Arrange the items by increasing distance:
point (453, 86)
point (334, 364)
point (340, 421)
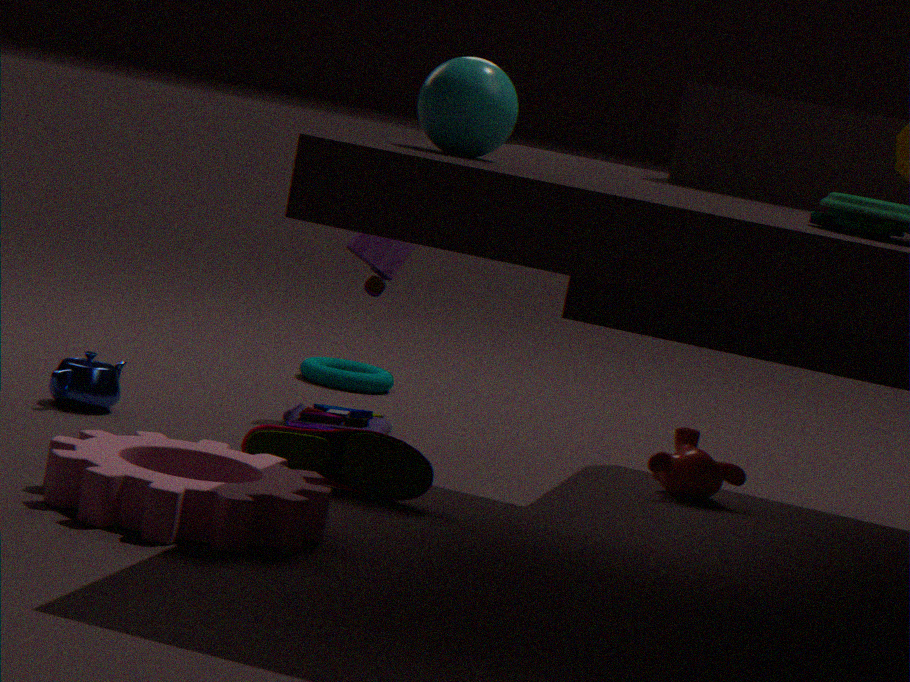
point (453, 86) → point (340, 421) → point (334, 364)
